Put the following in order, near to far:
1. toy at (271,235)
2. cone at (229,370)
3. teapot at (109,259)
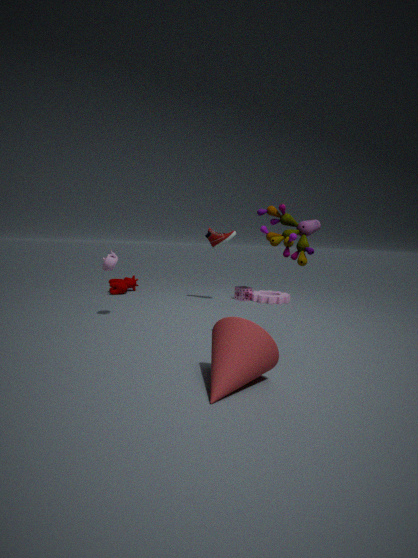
1. cone at (229,370)
2. toy at (271,235)
3. teapot at (109,259)
